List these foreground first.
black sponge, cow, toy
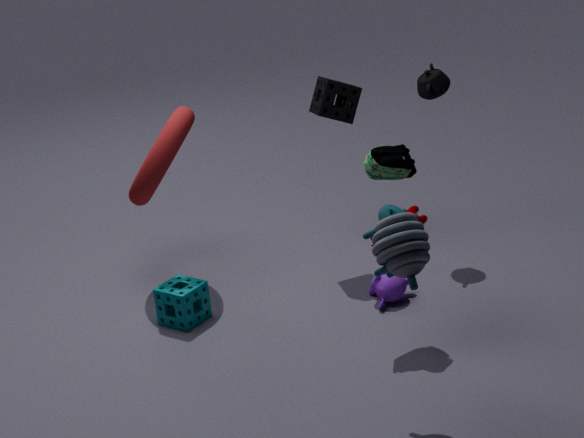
1. toy
2. cow
3. black sponge
